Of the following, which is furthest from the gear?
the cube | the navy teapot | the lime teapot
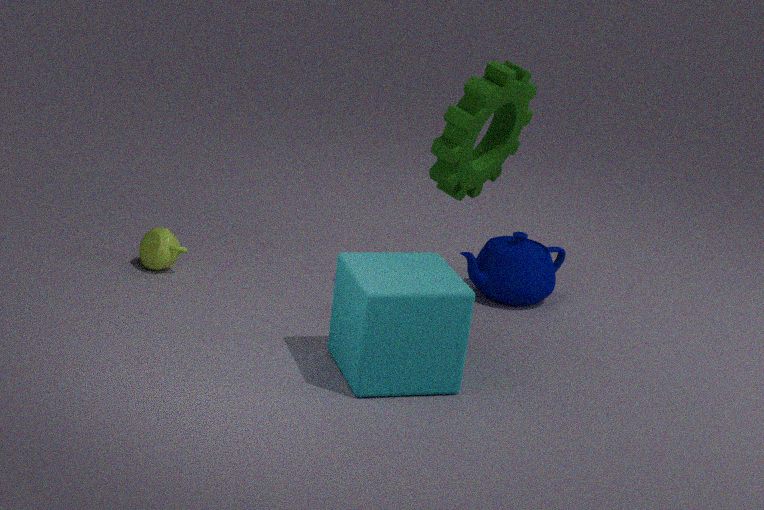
the lime teapot
